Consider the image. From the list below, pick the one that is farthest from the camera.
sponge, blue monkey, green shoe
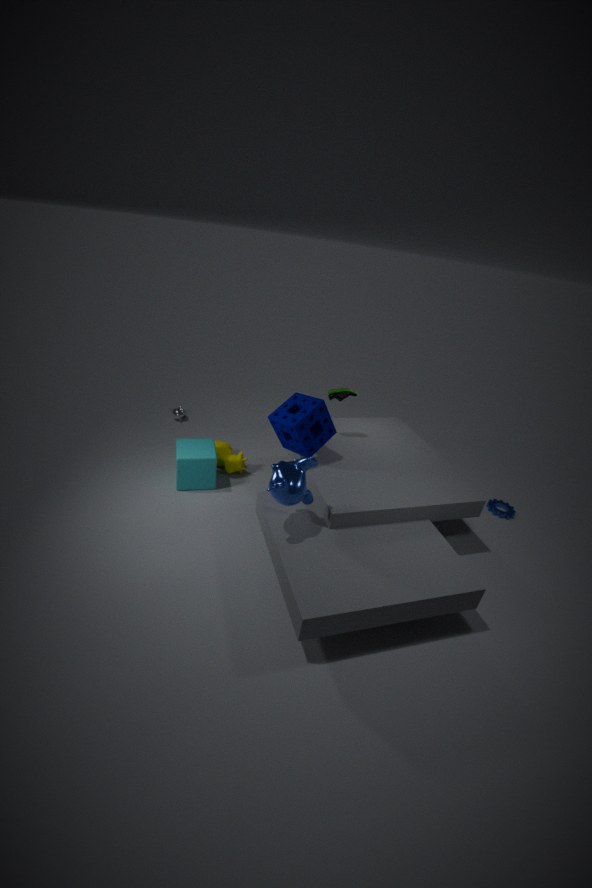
green shoe
